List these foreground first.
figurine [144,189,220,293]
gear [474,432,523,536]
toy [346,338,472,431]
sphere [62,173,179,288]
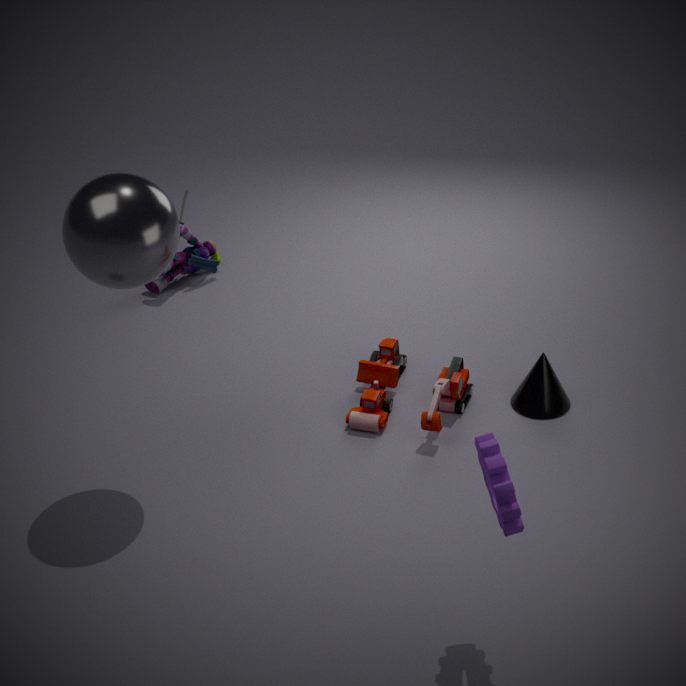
gear [474,432,523,536]
sphere [62,173,179,288]
toy [346,338,472,431]
figurine [144,189,220,293]
